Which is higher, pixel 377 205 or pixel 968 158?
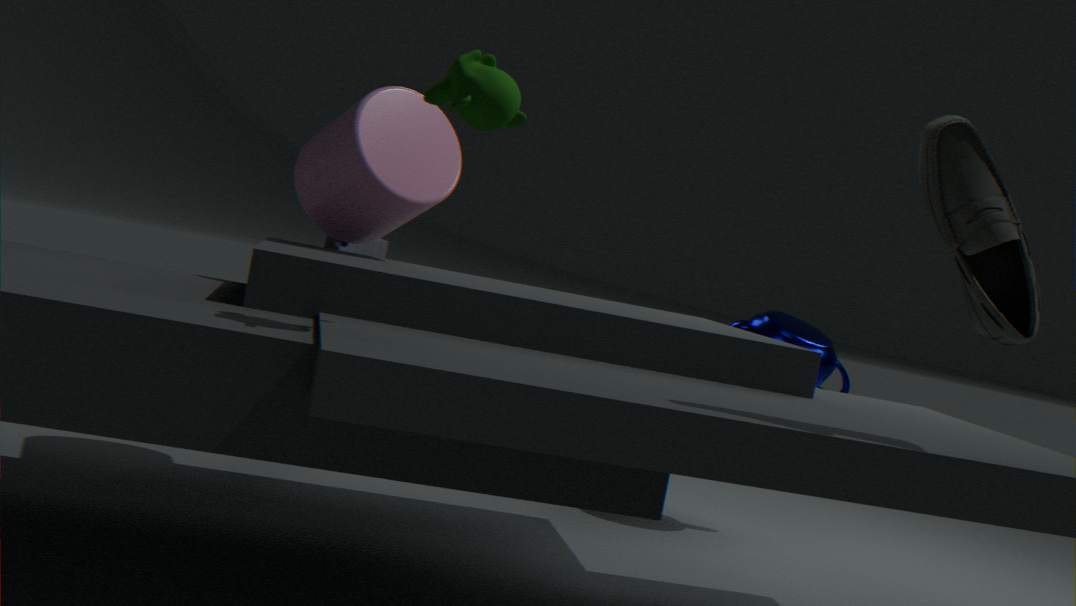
pixel 968 158
